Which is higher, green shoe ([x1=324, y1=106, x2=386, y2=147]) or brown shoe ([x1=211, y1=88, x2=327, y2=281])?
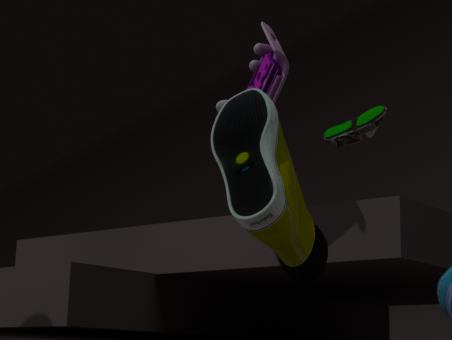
green shoe ([x1=324, y1=106, x2=386, y2=147])
